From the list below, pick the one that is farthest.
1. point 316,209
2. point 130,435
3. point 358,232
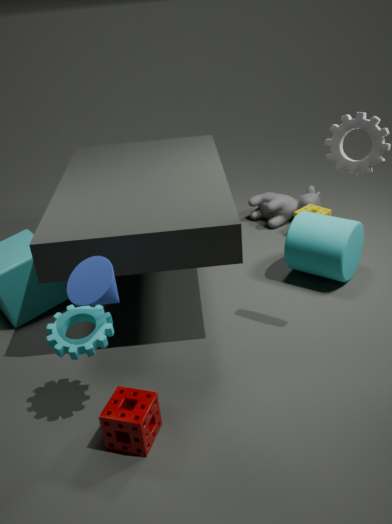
point 316,209
